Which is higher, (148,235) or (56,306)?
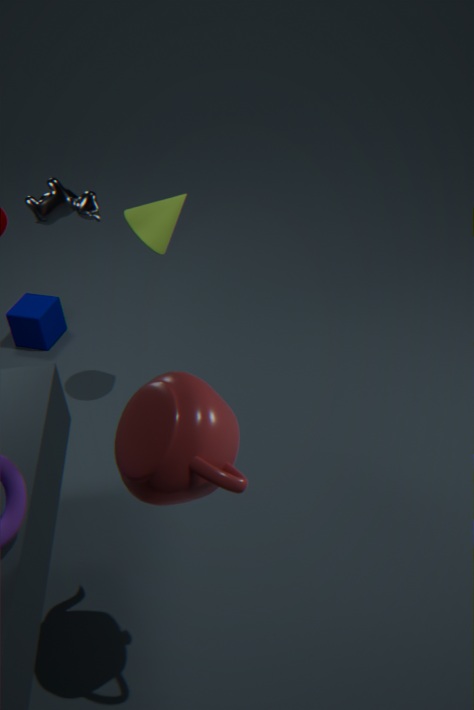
(148,235)
